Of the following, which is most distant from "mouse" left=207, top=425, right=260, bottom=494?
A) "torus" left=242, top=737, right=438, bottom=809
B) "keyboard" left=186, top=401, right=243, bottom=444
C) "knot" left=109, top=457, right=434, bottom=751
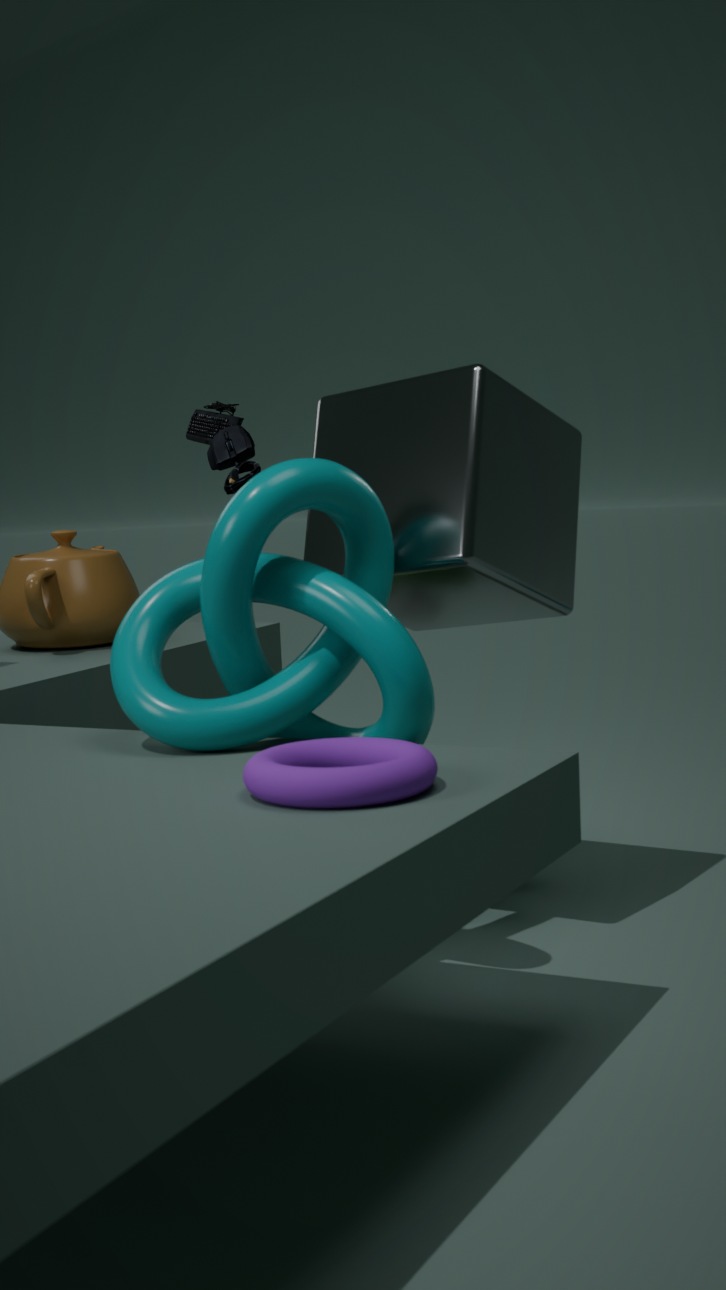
"torus" left=242, top=737, right=438, bottom=809
